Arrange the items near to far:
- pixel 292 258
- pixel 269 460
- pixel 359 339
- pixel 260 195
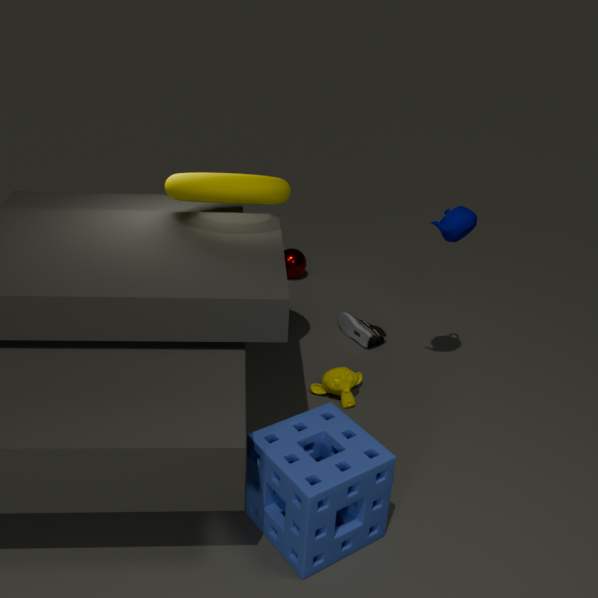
pixel 269 460
pixel 260 195
pixel 359 339
pixel 292 258
